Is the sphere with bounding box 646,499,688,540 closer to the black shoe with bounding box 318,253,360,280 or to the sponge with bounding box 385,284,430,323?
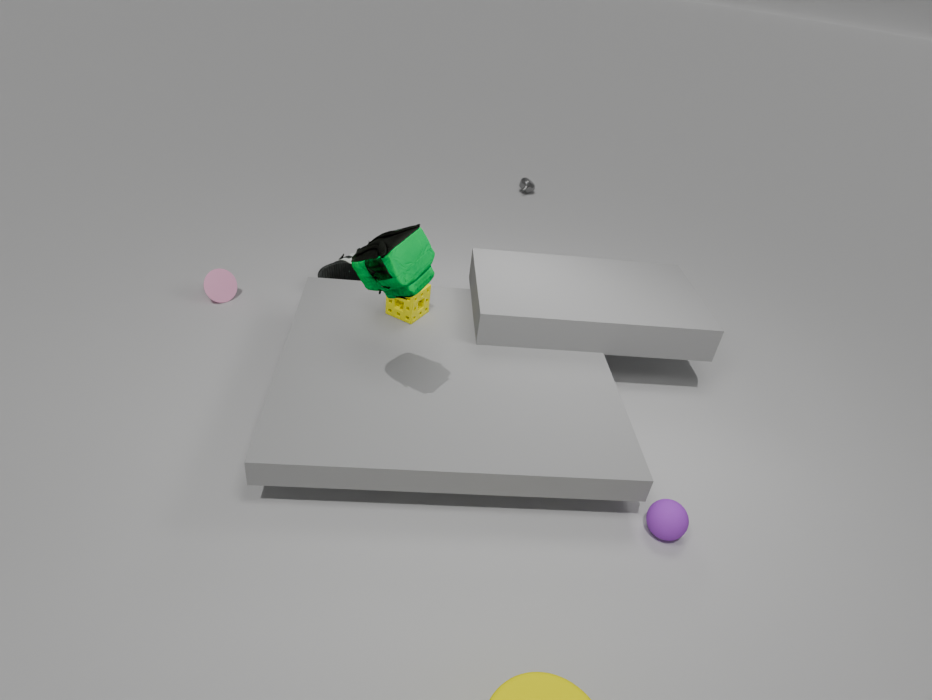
the sponge with bounding box 385,284,430,323
